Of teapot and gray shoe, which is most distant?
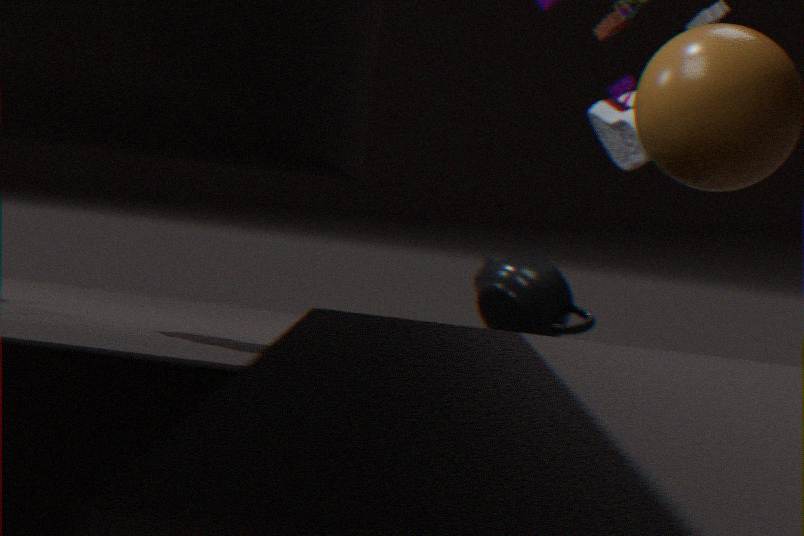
gray shoe
